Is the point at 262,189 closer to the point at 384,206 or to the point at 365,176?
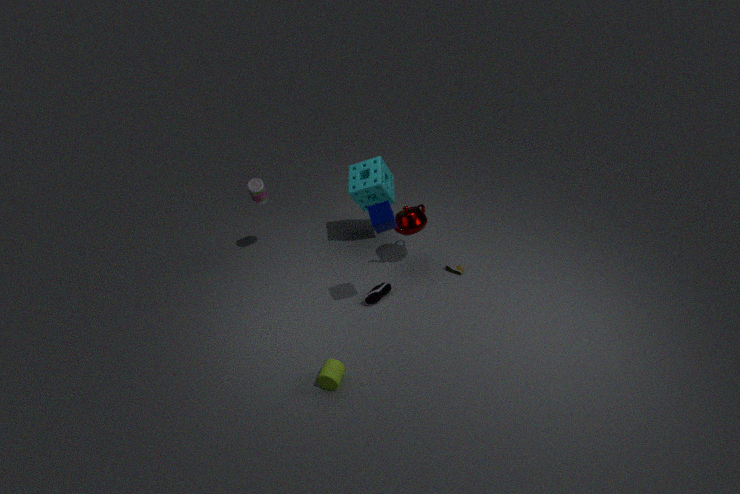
the point at 365,176
